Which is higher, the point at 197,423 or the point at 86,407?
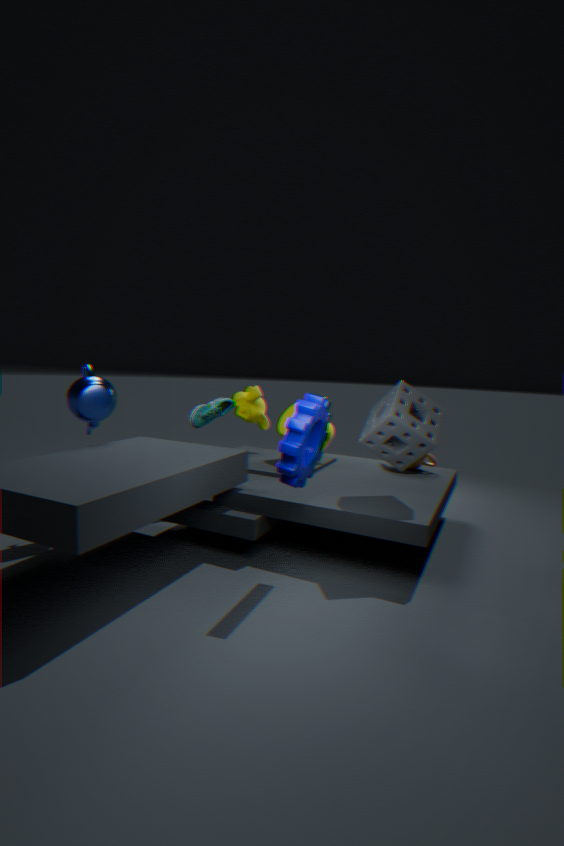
the point at 86,407
